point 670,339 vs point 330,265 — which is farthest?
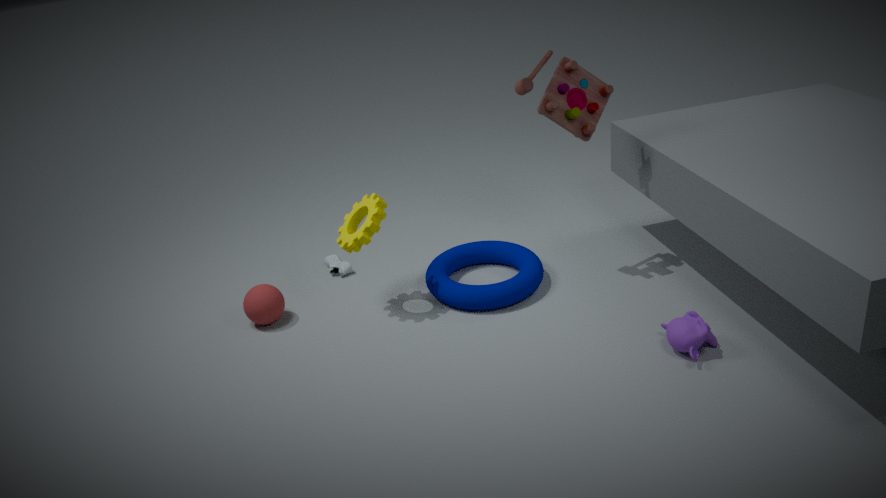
point 330,265
